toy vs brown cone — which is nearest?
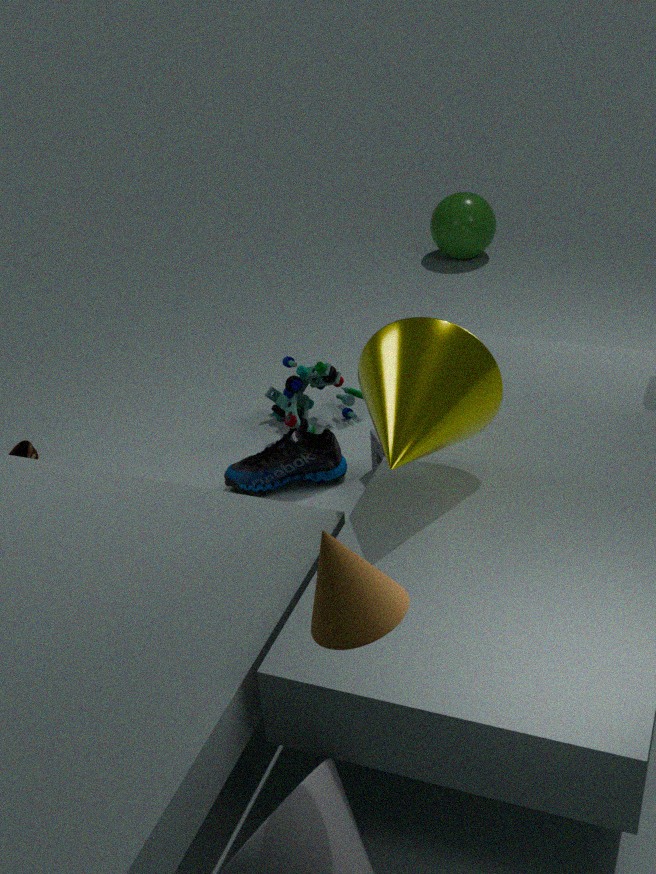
brown cone
